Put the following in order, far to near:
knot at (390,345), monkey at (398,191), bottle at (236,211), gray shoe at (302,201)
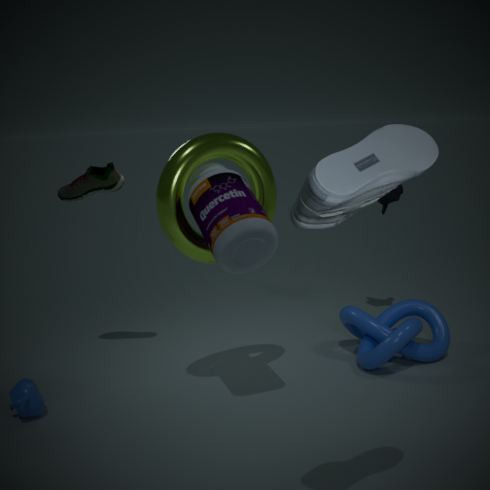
monkey at (398,191), knot at (390,345), bottle at (236,211), gray shoe at (302,201)
